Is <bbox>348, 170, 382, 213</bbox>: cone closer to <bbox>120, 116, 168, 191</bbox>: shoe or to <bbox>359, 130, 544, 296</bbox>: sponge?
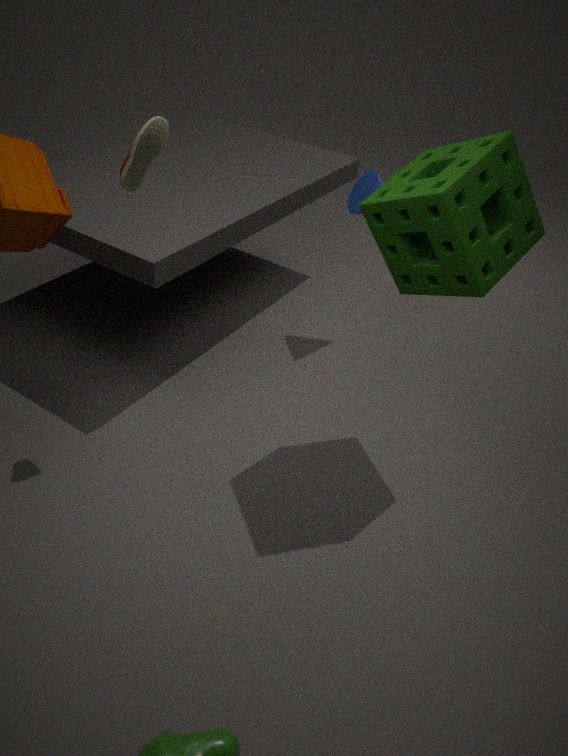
<bbox>359, 130, 544, 296</bbox>: sponge
